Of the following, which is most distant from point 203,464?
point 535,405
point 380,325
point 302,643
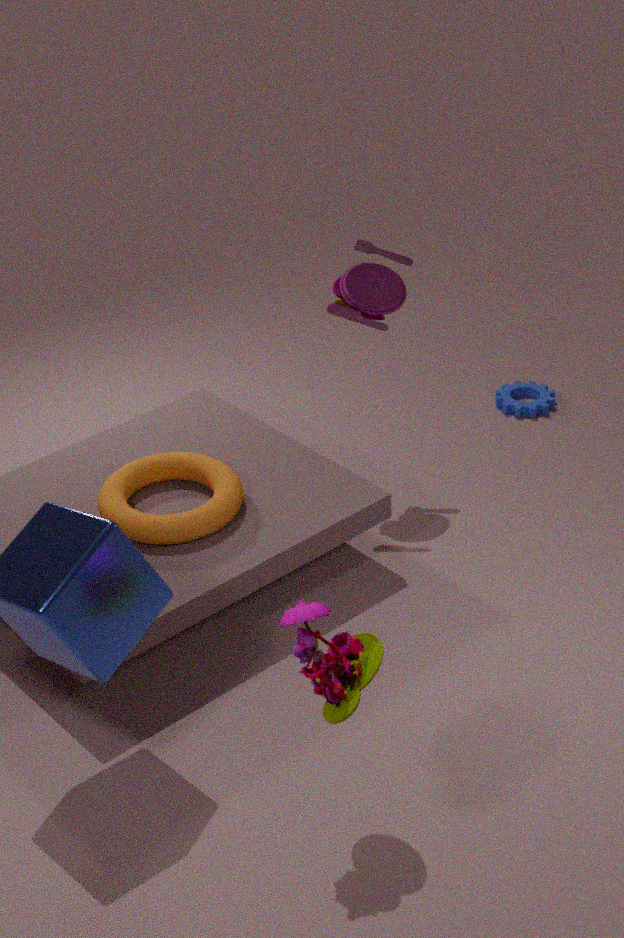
point 535,405
